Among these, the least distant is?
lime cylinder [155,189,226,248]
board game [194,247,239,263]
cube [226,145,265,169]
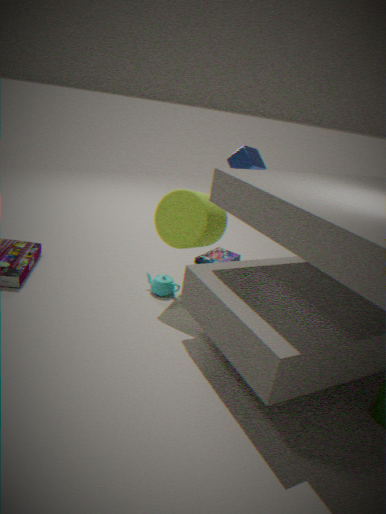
lime cylinder [155,189,226,248]
